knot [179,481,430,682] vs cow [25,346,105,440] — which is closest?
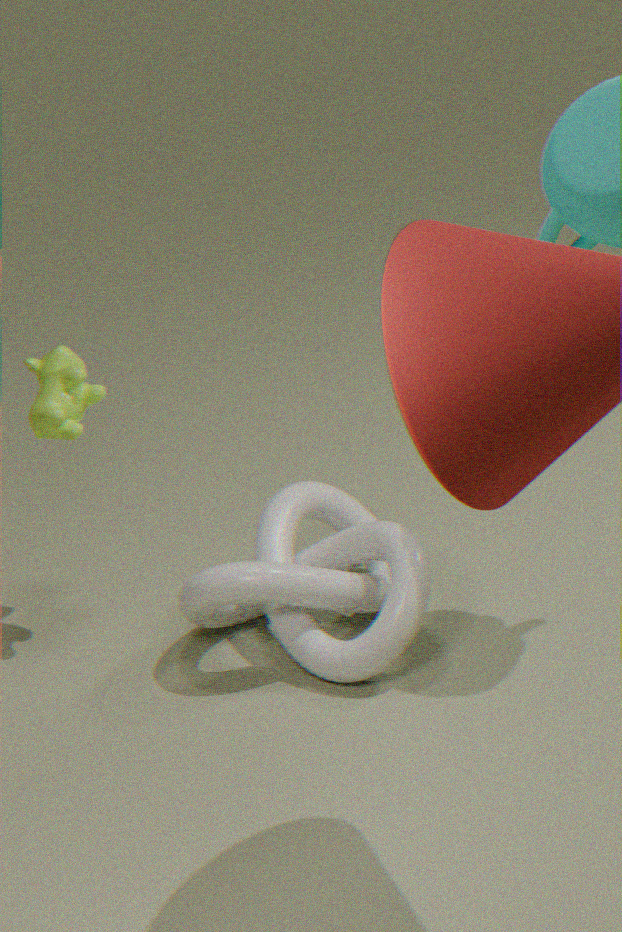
knot [179,481,430,682]
